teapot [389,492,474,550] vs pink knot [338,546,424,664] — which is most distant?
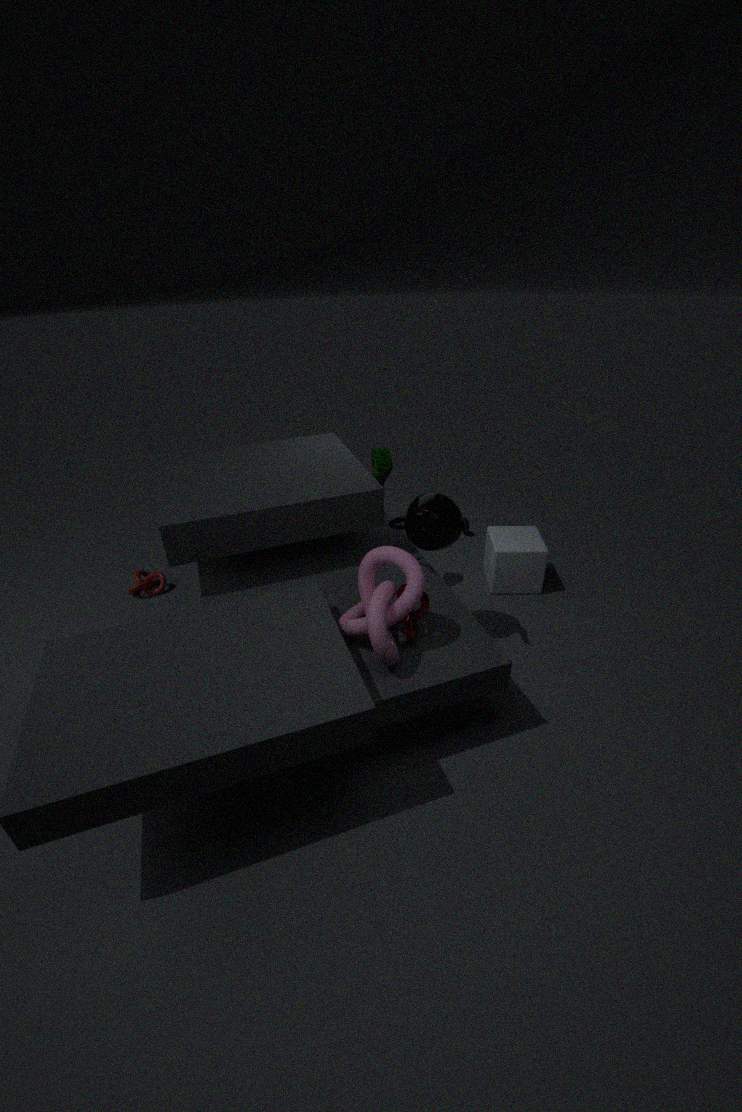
teapot [389,492,474,550]
